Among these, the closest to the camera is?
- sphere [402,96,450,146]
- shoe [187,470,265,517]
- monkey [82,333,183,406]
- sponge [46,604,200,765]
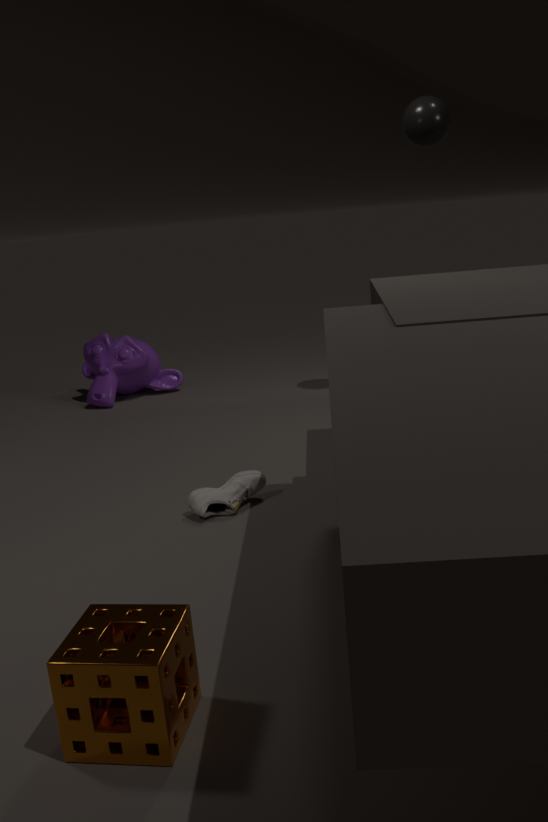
sponge [46,604,200,765]
